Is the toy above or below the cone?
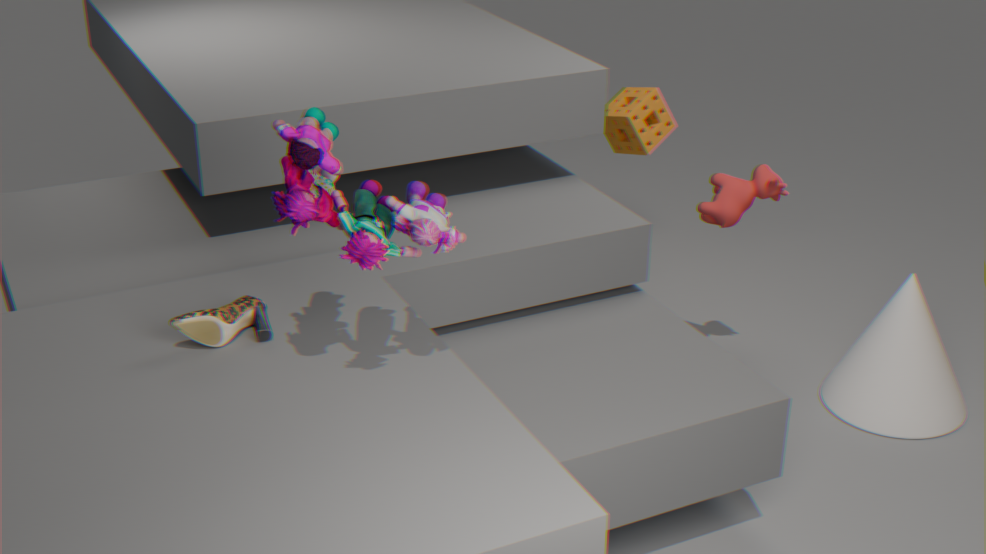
above
